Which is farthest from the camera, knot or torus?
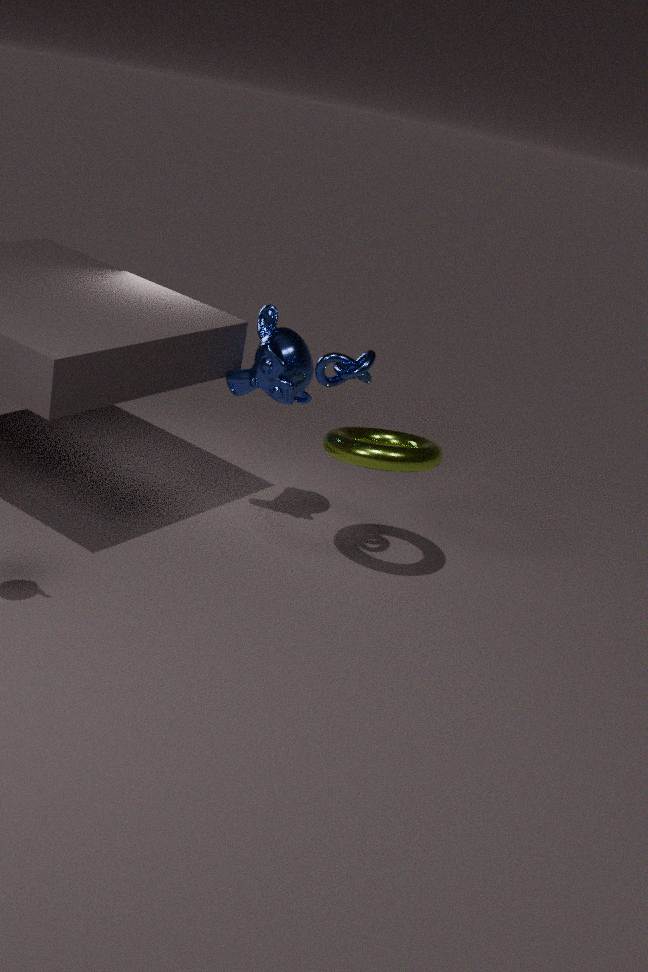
torus
